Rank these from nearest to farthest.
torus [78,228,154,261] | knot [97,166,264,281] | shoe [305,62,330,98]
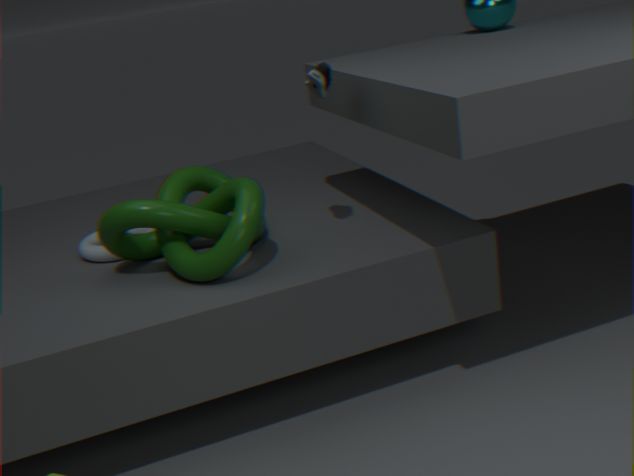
knot [97,166,264,281] < shoe [305,62,330,98] < torus [78,228,154,261]
